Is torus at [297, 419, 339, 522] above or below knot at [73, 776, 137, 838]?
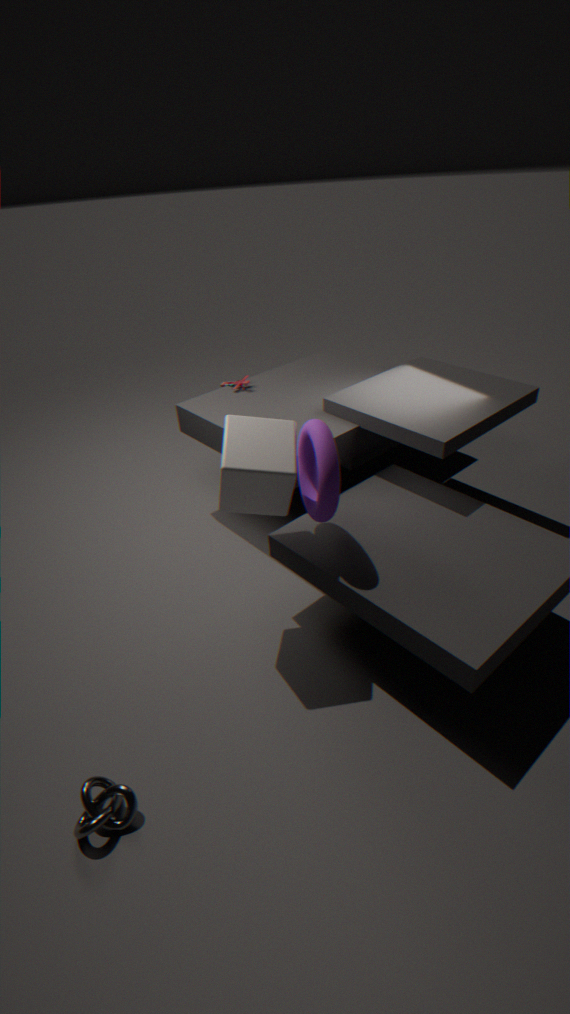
above
